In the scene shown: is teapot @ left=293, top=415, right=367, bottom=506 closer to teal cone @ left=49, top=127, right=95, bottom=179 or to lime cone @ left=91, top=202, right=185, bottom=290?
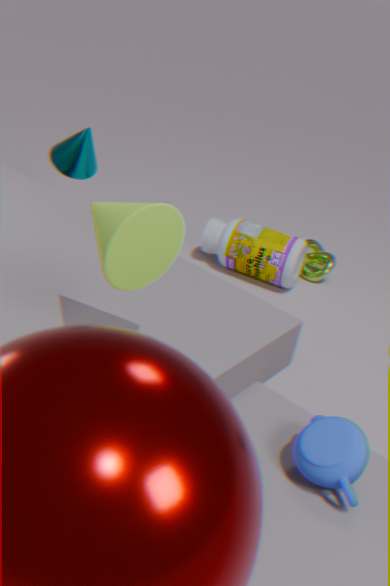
lime cone @ left=91, top=202, right=185, bottom=290
